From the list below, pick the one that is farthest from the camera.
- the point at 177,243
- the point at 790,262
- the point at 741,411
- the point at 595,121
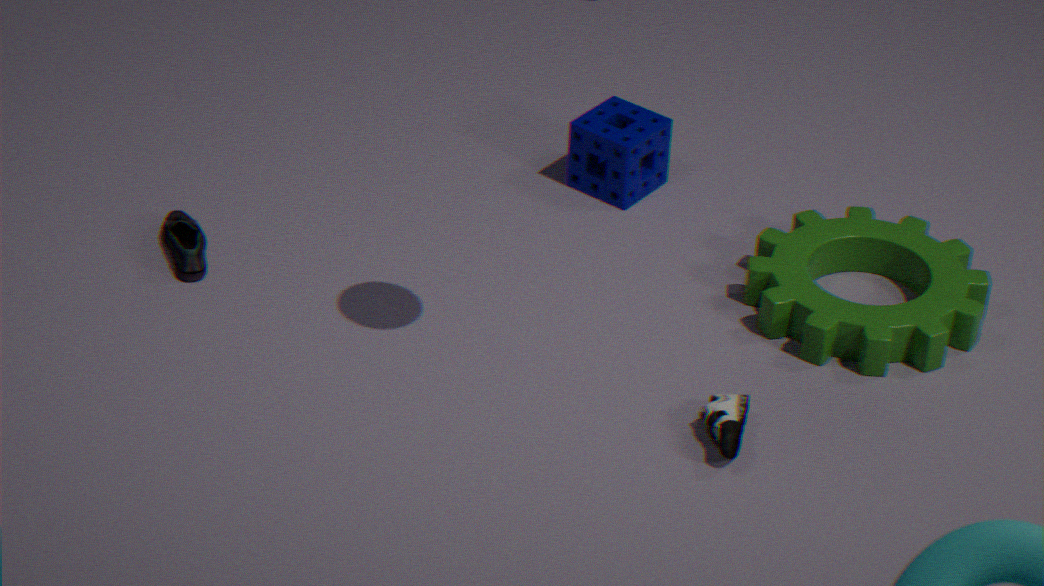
the point at 595,121
